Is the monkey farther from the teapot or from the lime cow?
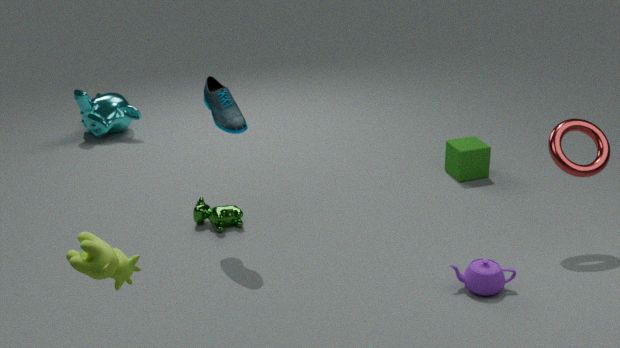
the lime cow
